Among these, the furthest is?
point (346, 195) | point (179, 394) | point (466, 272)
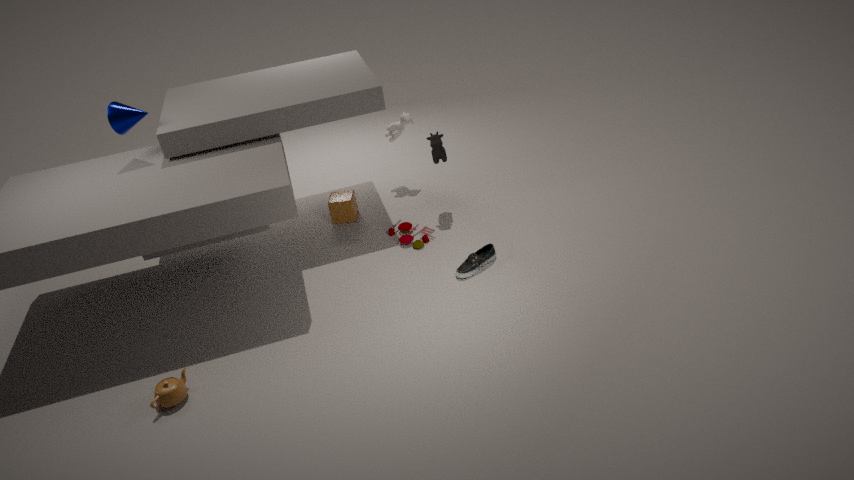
point (346, 195)
